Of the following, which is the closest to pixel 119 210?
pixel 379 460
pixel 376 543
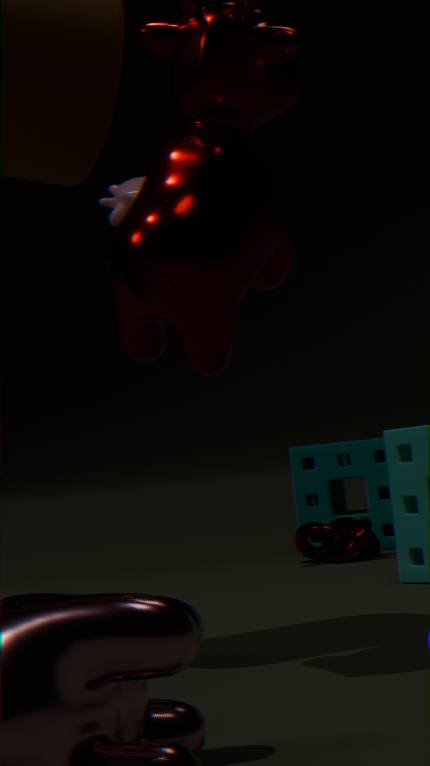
pixel 376 543
